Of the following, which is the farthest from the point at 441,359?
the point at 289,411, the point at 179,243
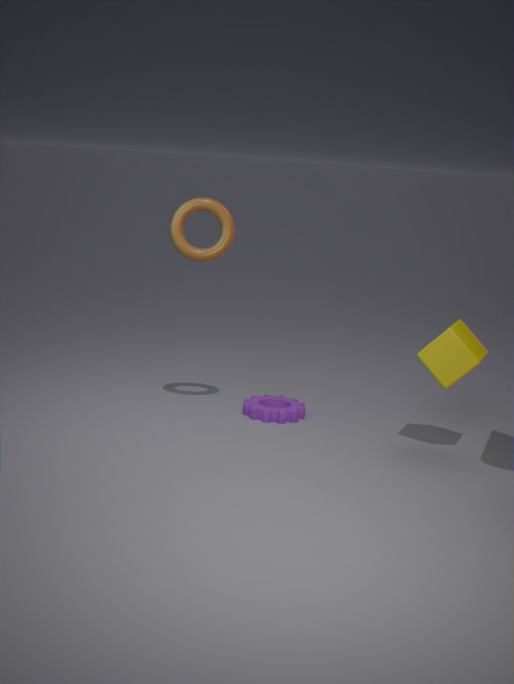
the point at 179,243
